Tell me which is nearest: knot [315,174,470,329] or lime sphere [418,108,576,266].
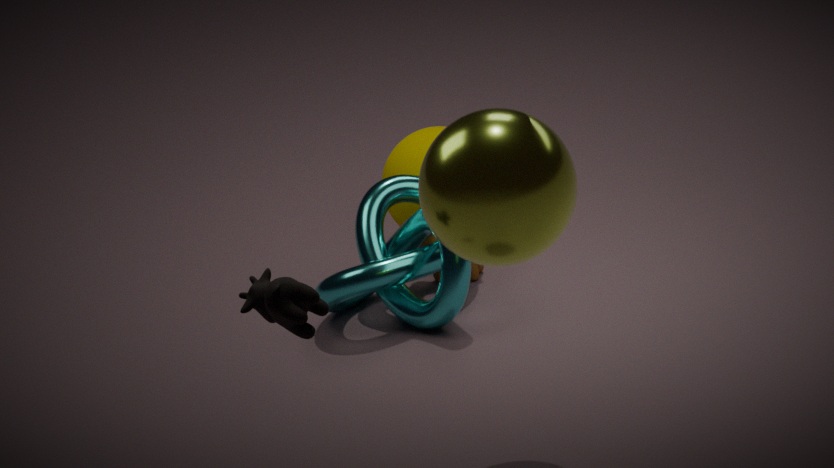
lime sphere [418,108,576,266]
